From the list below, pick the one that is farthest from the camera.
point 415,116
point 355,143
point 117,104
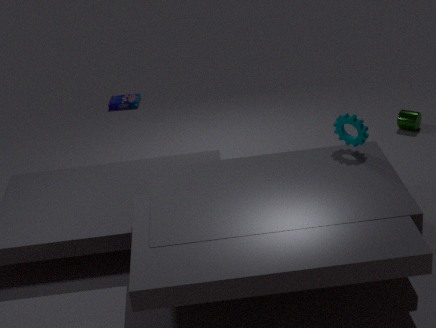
point 117,104
